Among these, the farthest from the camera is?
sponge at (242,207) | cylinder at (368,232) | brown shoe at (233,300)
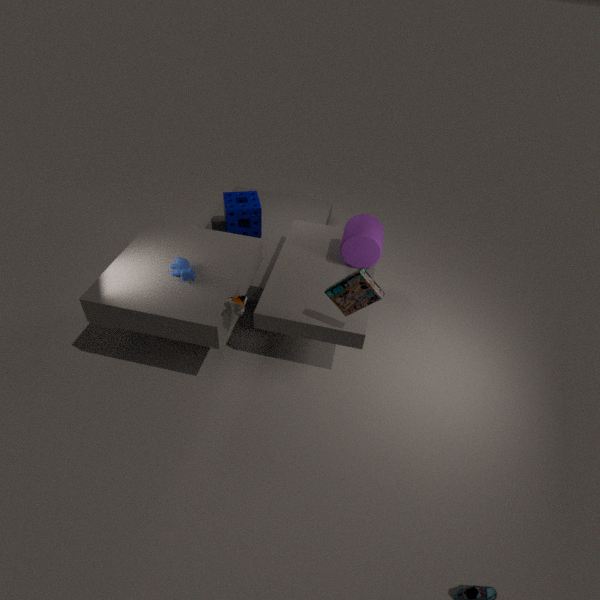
sponge at (242,207)
